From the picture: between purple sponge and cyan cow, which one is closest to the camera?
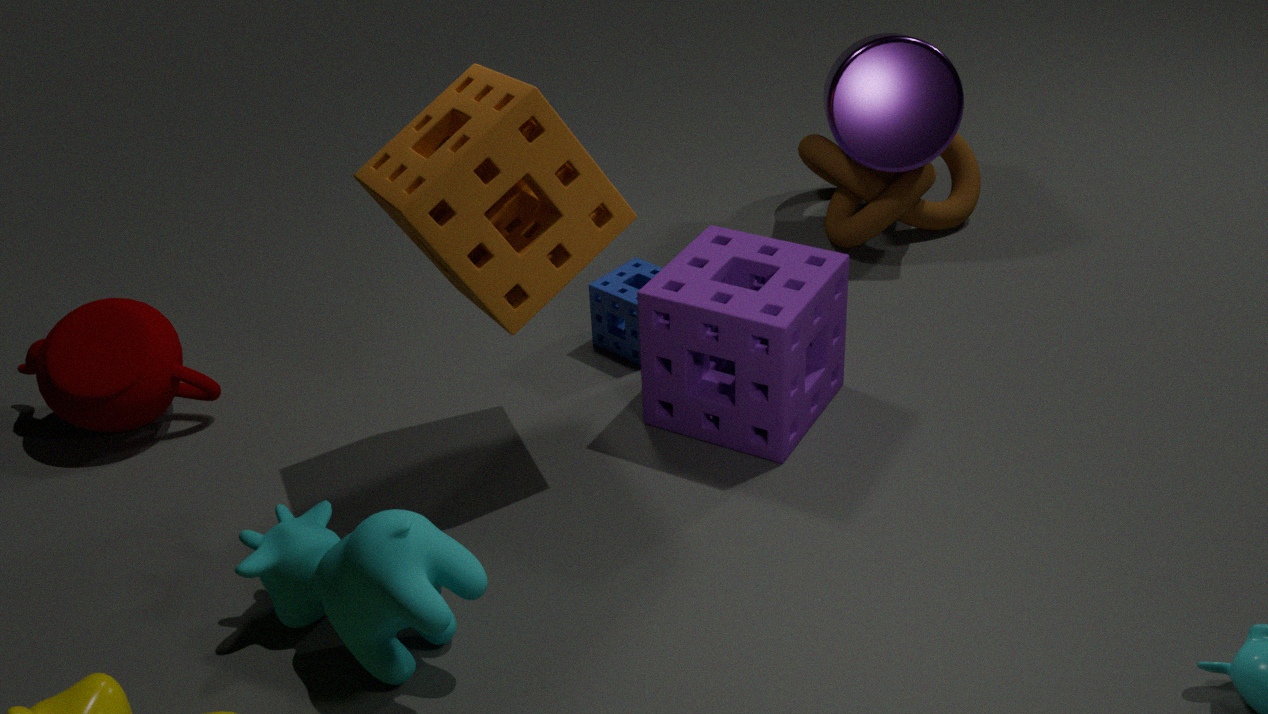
cyan cow
